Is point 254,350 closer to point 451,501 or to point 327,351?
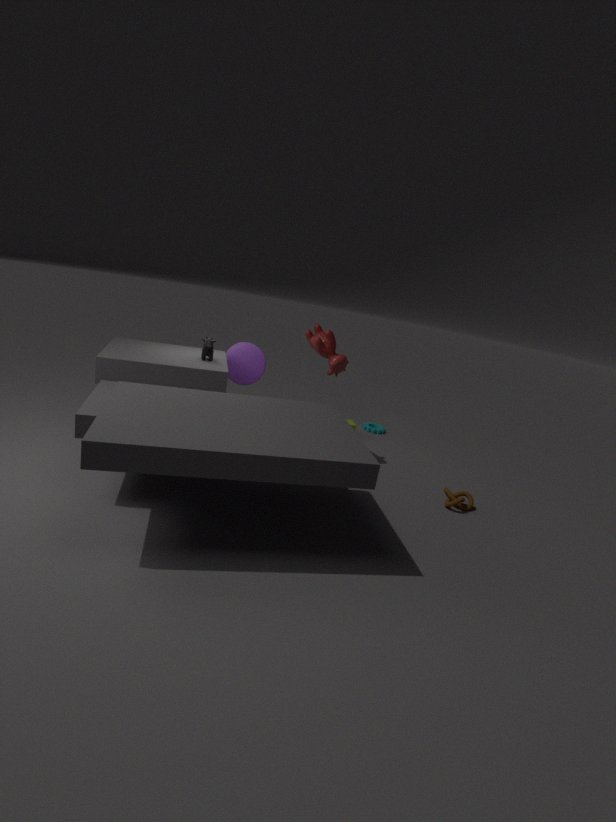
point 327,351
